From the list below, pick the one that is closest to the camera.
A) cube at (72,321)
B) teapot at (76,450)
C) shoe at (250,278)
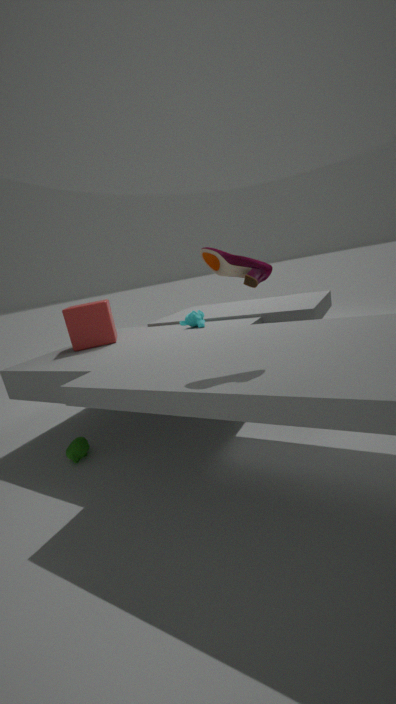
shoe at (250,278)
